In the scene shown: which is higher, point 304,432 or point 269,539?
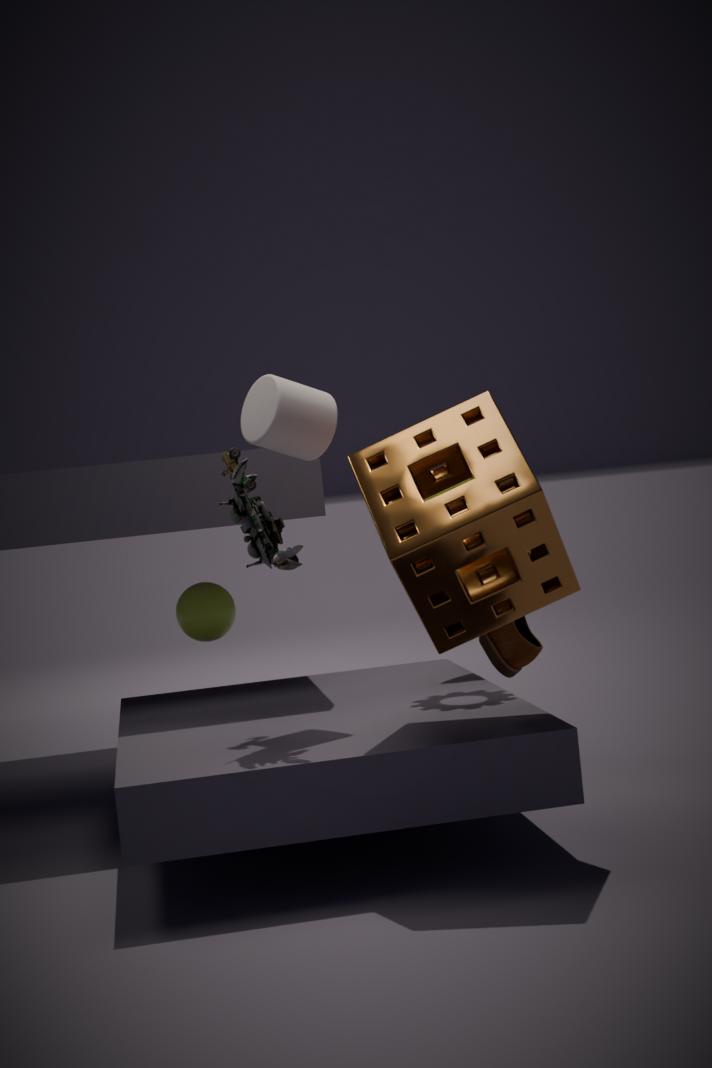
point 304,432
